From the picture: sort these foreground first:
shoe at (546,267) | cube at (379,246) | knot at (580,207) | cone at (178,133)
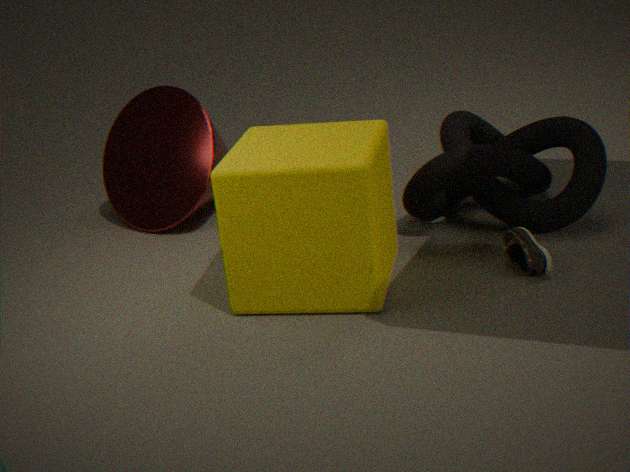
1. cube at (379,246)
2. shoe at (546,267)
3. knot at (580,207)
4. cone at (178,133)
